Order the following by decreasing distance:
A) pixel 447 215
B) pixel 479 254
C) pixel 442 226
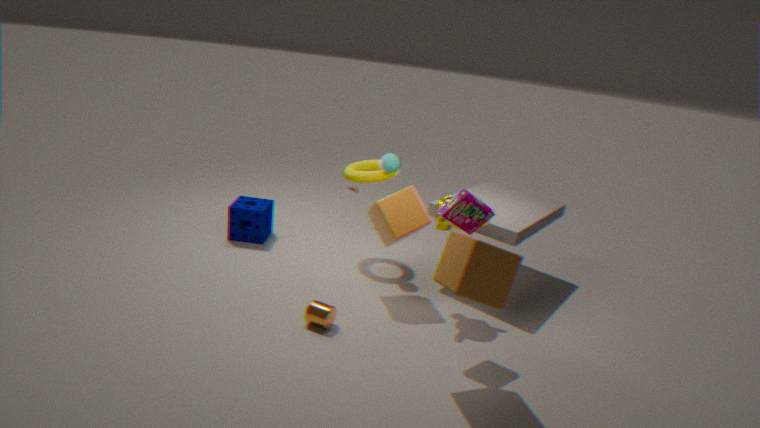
1. pixel 442 226
2. pixel 447 215
3. pixel 479 254
